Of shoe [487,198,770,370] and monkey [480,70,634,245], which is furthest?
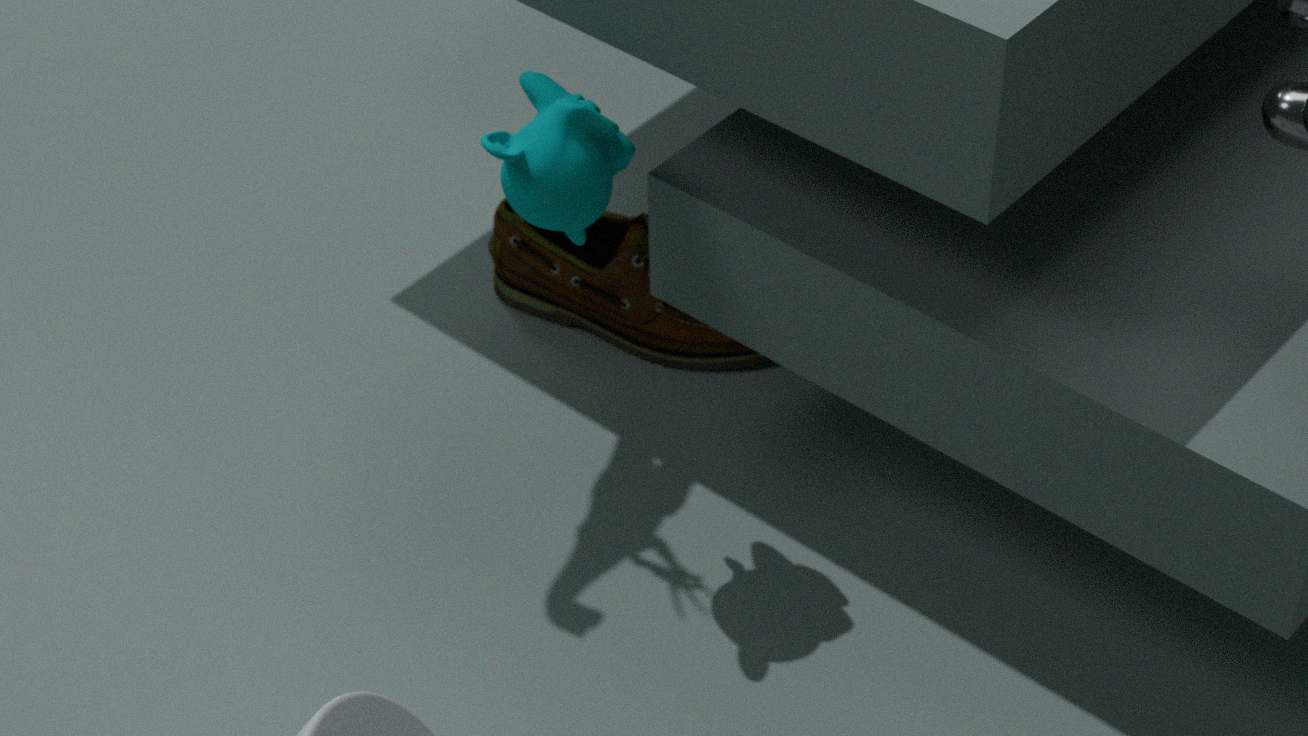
shoe [487,198,770,370]
